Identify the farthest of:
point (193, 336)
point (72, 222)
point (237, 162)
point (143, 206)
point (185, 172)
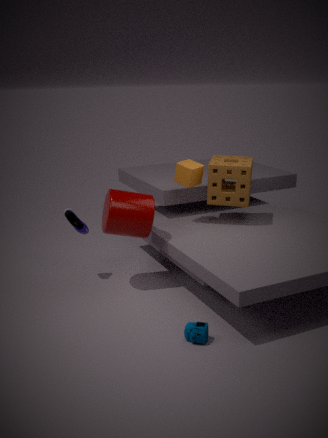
point (237, 162)
